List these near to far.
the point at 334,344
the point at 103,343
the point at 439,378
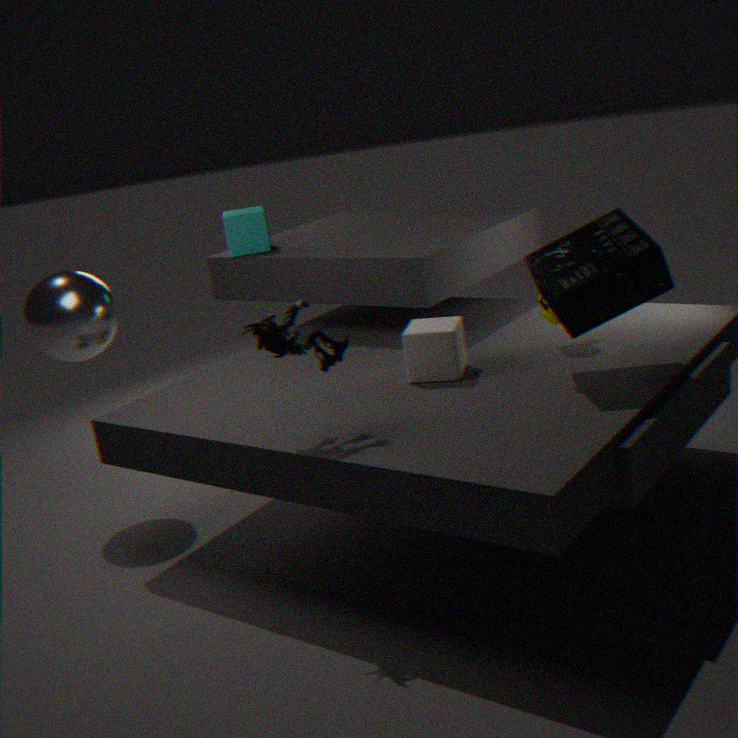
the point at 334,344 → the point at 439,378 → the point at 103,343
